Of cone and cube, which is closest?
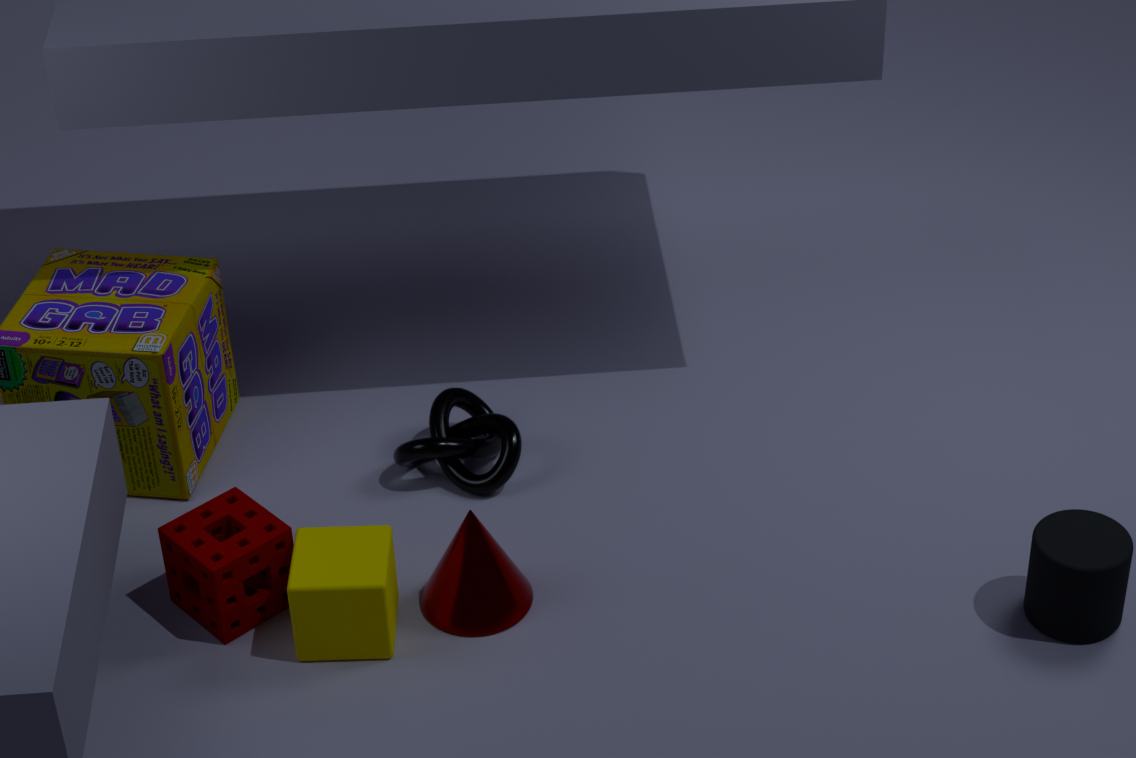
cube
